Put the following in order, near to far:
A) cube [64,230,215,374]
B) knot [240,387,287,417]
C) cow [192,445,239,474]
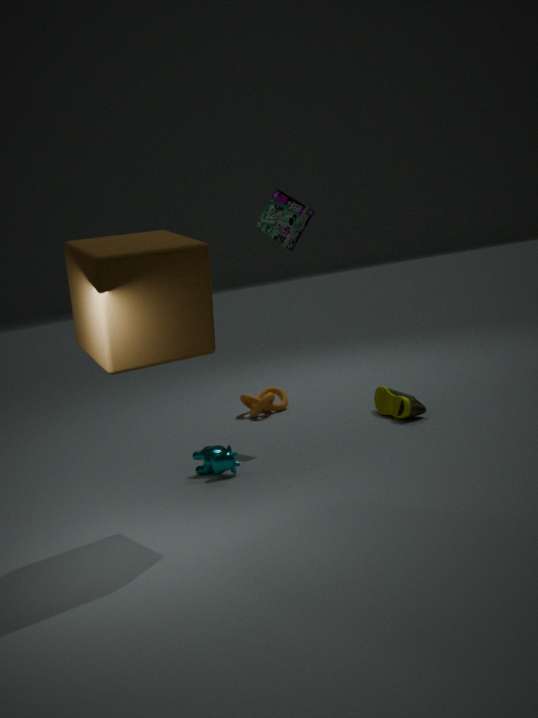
cube [64,230,215,374]
cow [192,445,239,474]
knot [240,387,287,417]
